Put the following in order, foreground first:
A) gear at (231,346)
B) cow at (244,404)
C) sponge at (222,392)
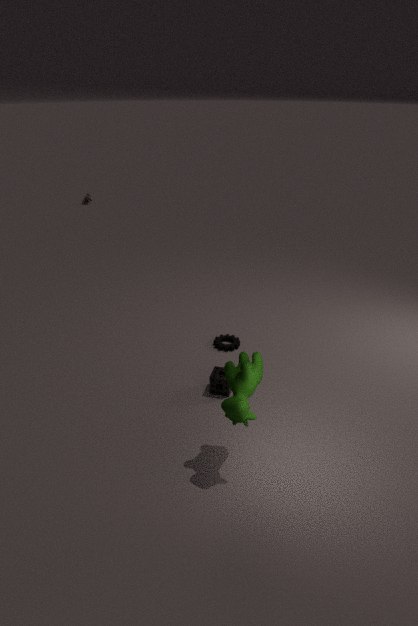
cow at (244,404), sponge at (222,392), gear at (231,346)
